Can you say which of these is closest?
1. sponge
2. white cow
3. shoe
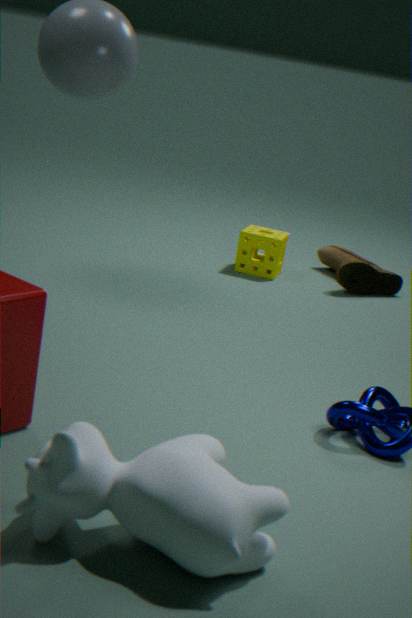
white cow
